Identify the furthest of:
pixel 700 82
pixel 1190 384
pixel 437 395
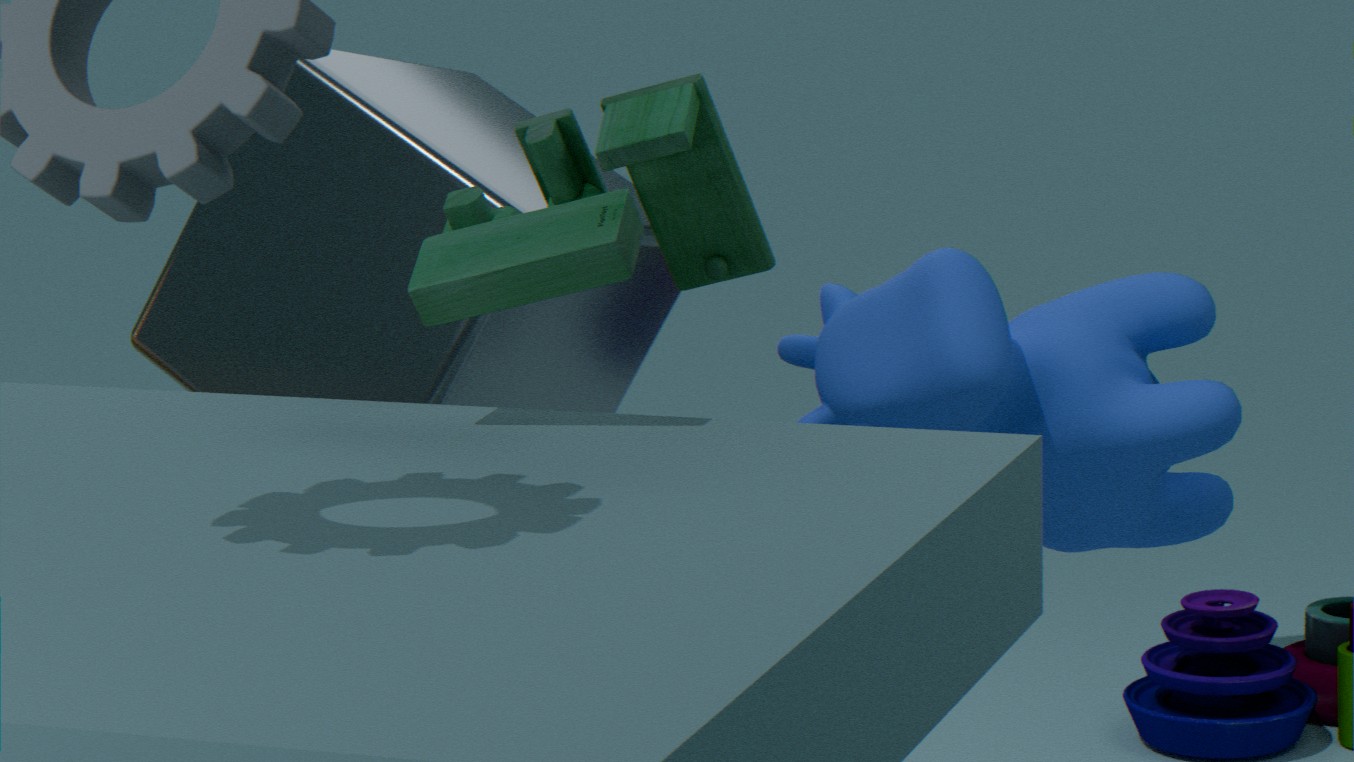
pixel 1190 384
